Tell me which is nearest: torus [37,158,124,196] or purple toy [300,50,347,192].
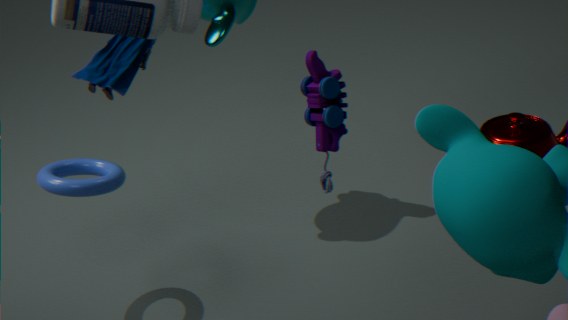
purple toy [300,50,347,192]
